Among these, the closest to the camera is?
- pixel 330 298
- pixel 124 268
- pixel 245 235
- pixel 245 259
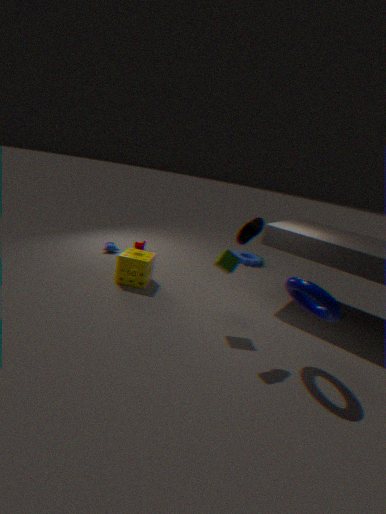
pixel 330 298
